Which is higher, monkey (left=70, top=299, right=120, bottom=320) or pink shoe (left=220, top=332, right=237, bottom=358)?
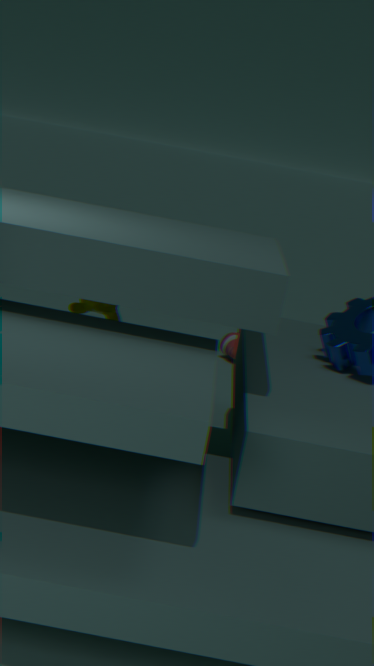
monkey (left=70, top=299, right=120, bottom=320)
